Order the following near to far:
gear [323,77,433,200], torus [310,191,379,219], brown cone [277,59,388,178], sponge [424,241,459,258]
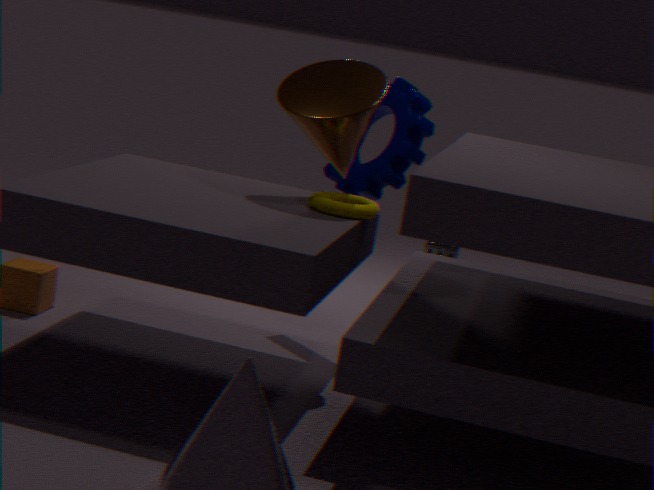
torus [310,191,379,219] < brown cone [277,59,388,178] < gear [323,77,433,200] < sponge [424,241,459,258]
